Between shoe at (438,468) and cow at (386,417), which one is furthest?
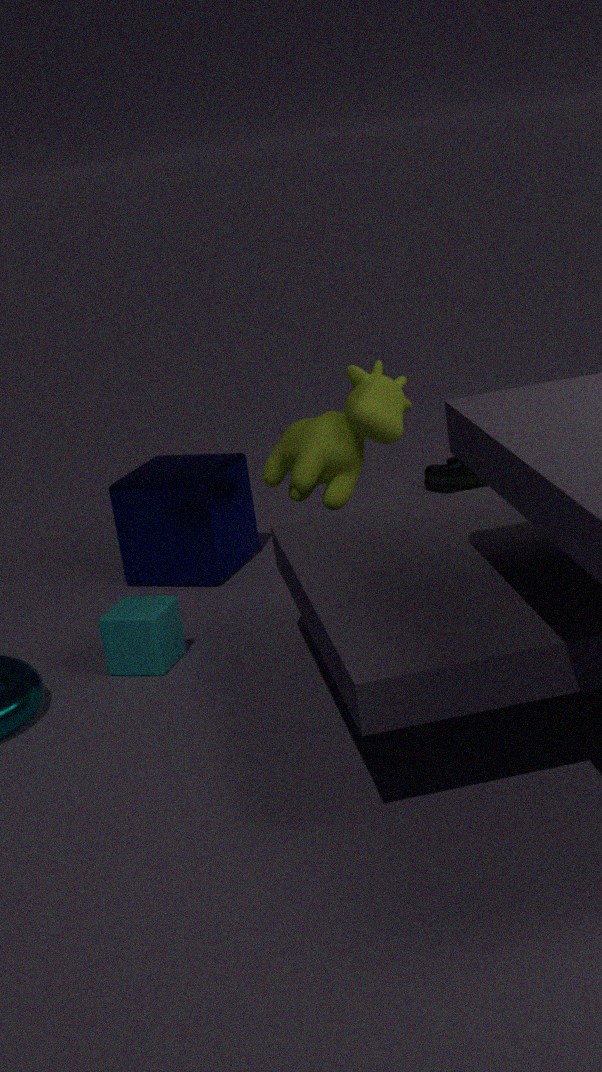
shoe at (438,468)
